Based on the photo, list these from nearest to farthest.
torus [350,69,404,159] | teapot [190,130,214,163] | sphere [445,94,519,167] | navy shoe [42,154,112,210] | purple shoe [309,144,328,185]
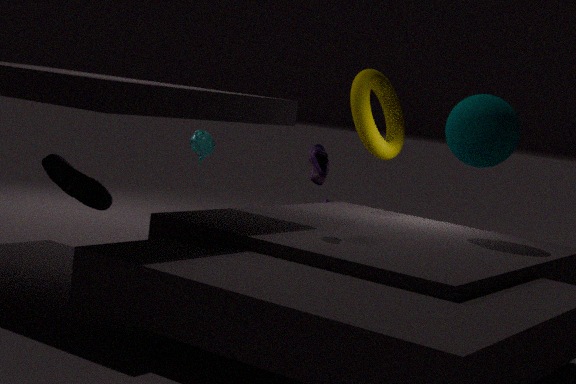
navy shoe [42,154,112,210], purple shoe [309,144,328,185], sphere [445,94,519,167], torus [350,69,404,159], teapot [190,130,214,163]
